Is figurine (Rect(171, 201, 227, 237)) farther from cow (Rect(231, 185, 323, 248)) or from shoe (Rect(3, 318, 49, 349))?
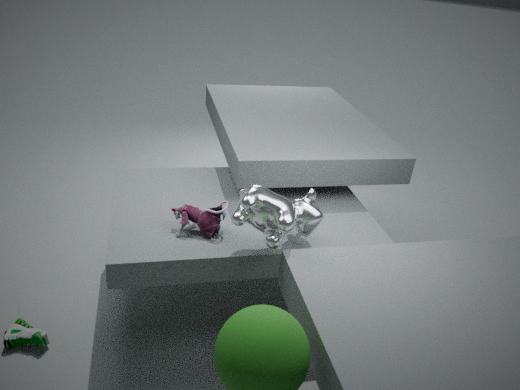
shoe (Rect(3, 318, 49, 349))
